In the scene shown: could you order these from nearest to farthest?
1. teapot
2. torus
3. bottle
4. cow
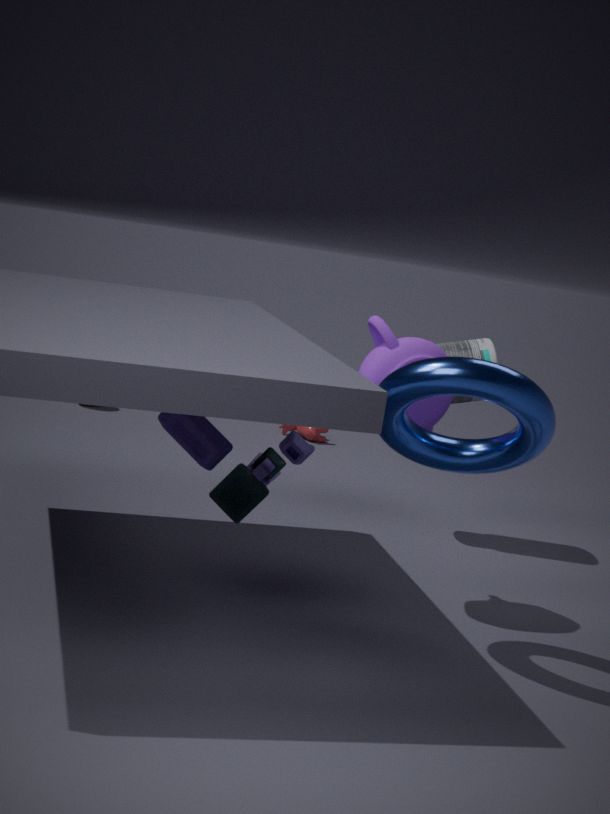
torus
teapot
bottle
cow
